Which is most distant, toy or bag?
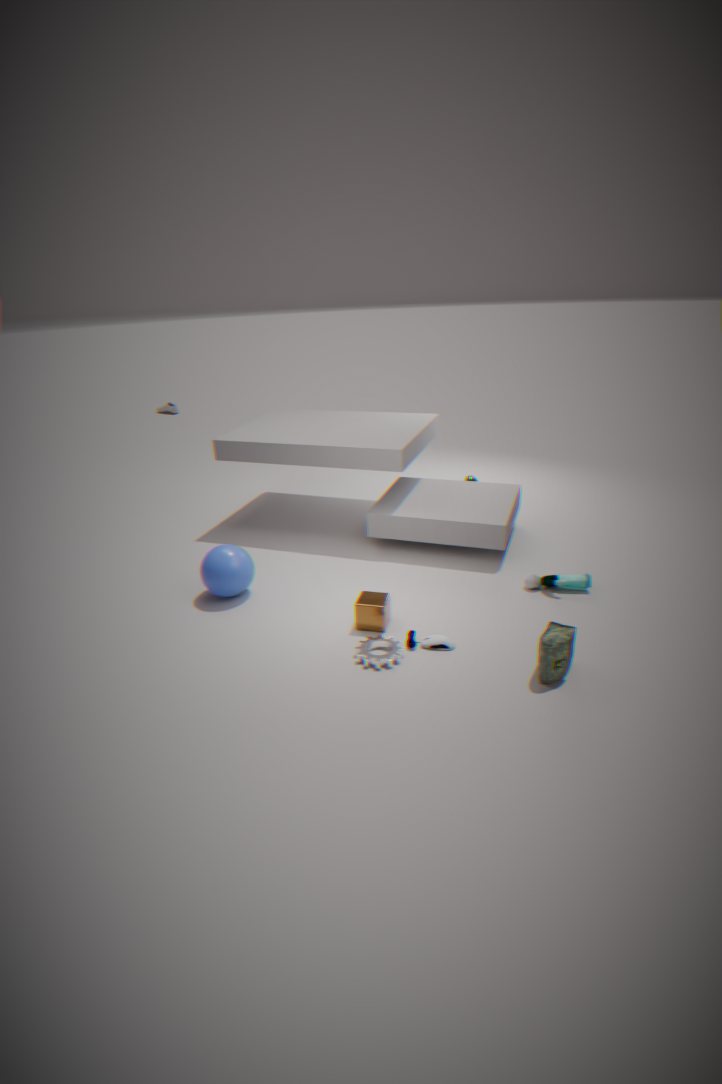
toy
